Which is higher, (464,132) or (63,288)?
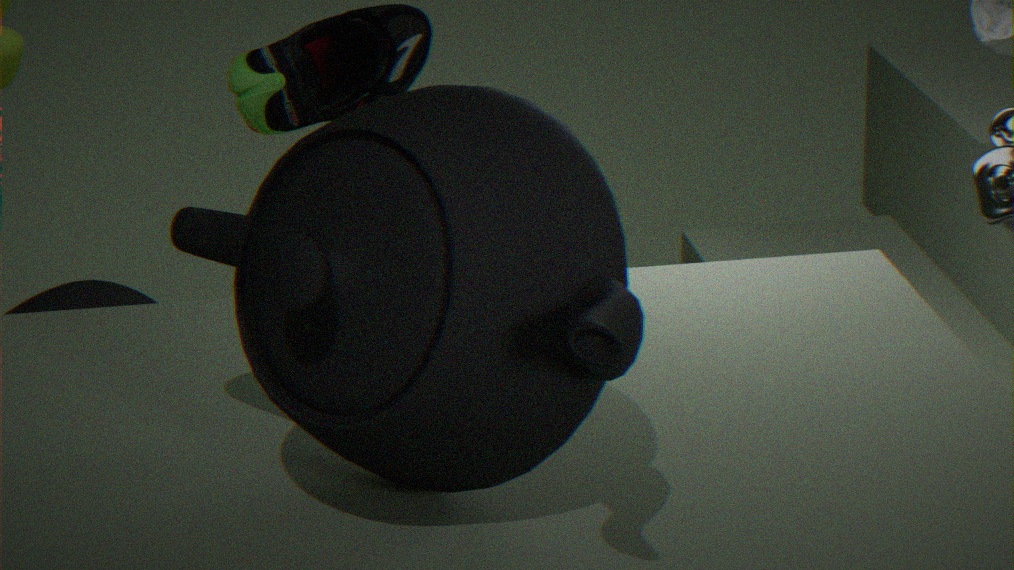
(464,132)
